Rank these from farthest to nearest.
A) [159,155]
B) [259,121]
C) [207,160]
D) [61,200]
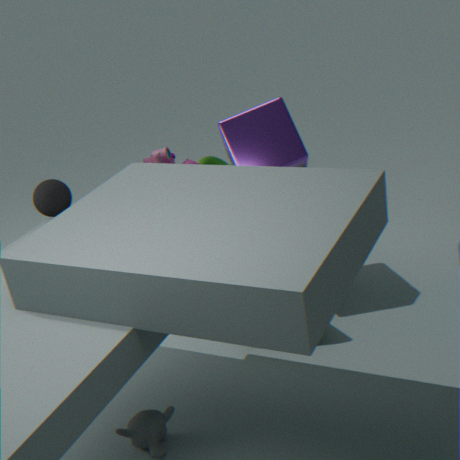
C. [207,160], A. [159,155], B. [259,121], D. [61,200]
